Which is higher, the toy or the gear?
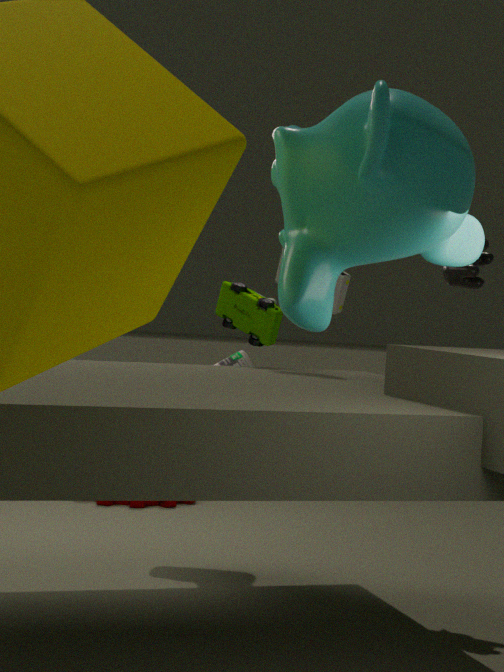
the toy
